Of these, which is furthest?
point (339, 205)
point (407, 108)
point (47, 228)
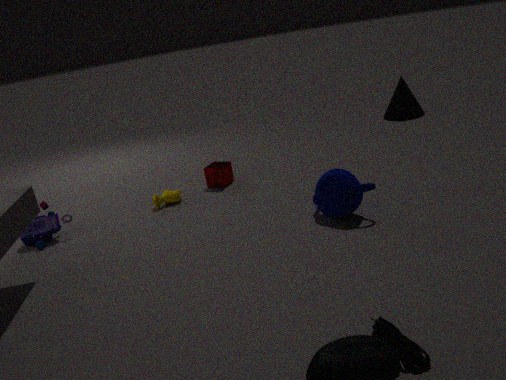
point (407, 108)
